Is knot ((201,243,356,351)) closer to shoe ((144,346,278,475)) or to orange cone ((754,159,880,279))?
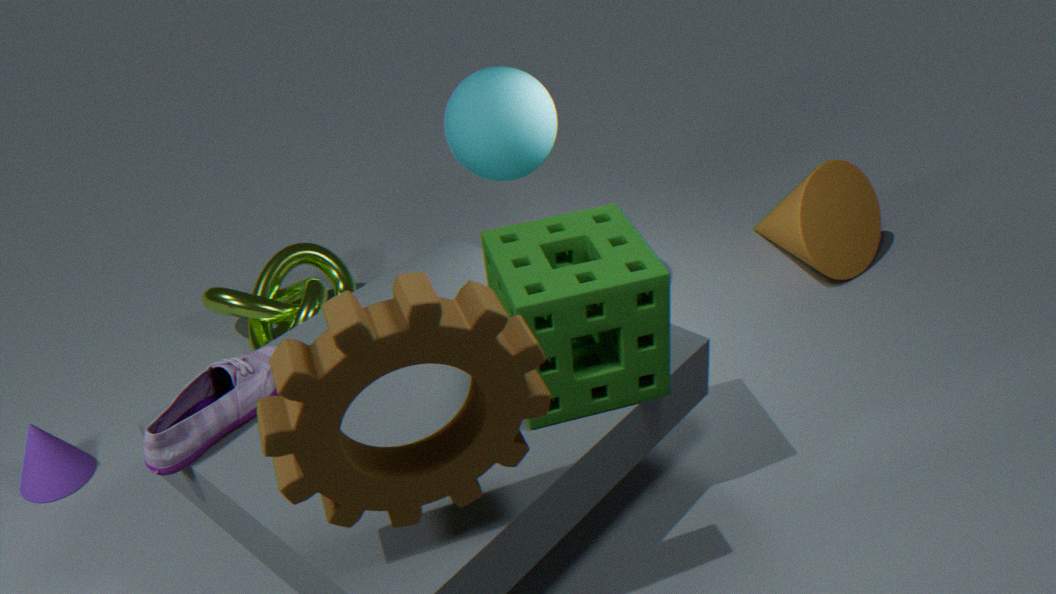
shoe ((144,346,278,475))
